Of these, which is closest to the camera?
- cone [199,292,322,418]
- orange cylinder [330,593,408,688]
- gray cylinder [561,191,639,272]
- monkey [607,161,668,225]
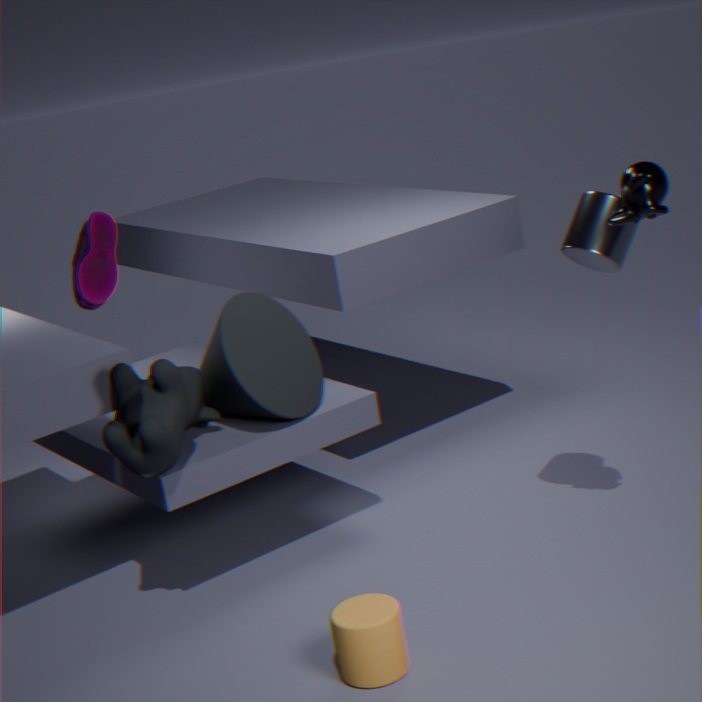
orange cylinder [330,593,408,688]
